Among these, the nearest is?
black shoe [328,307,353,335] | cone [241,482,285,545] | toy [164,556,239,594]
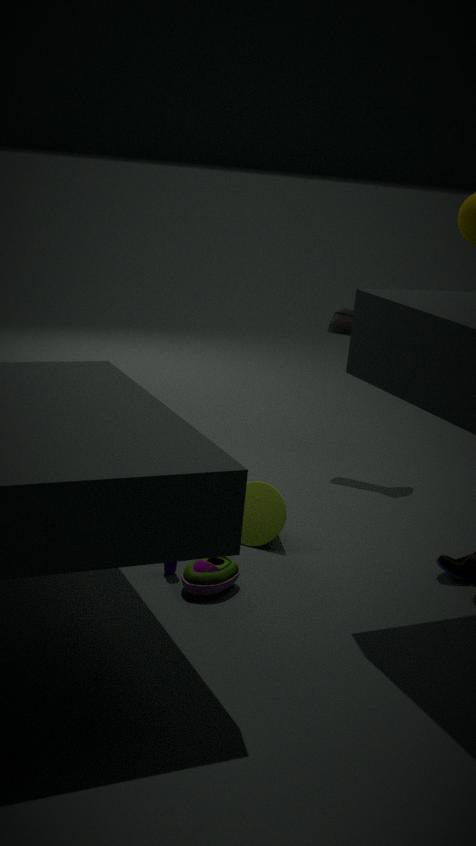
toy [164,556,239,594]
